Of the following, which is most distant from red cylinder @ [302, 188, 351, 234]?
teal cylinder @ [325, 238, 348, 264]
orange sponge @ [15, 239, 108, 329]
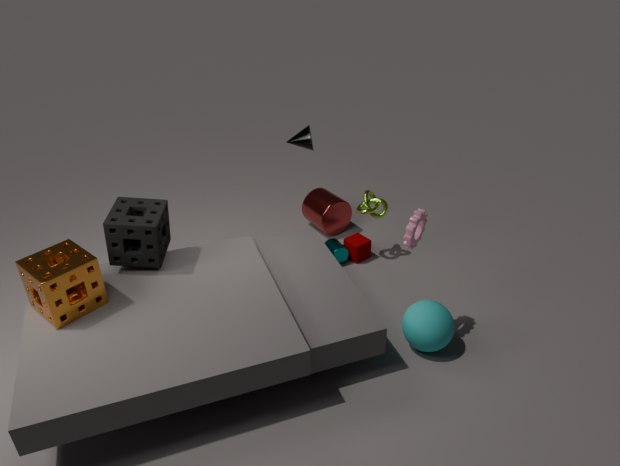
orange sponge @ [15, 239, 108, 329]
